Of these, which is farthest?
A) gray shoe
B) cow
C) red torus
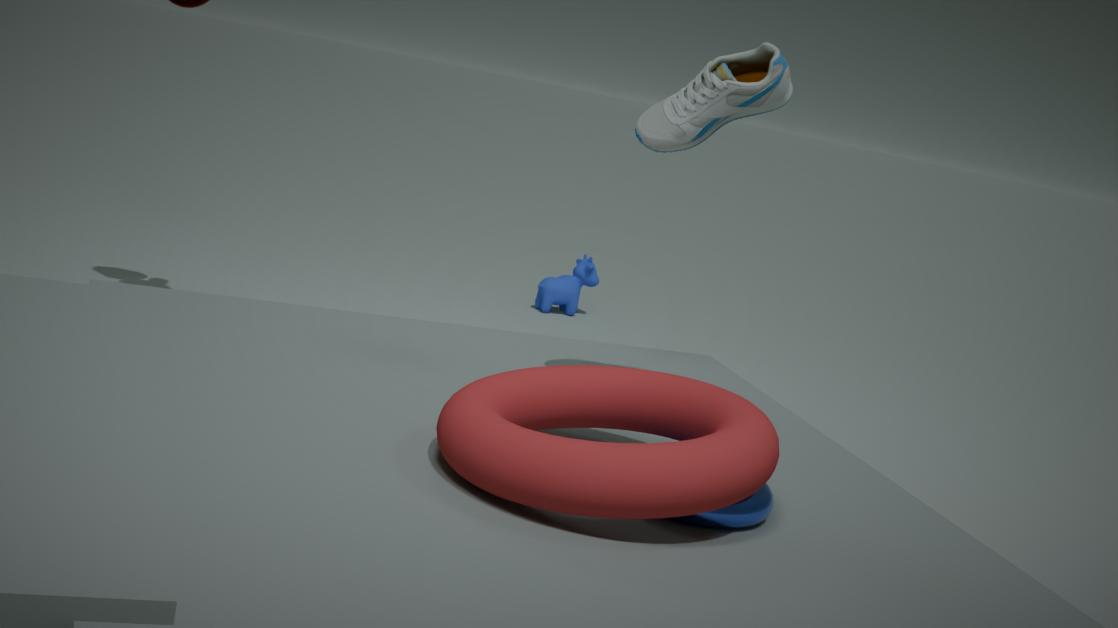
cow
